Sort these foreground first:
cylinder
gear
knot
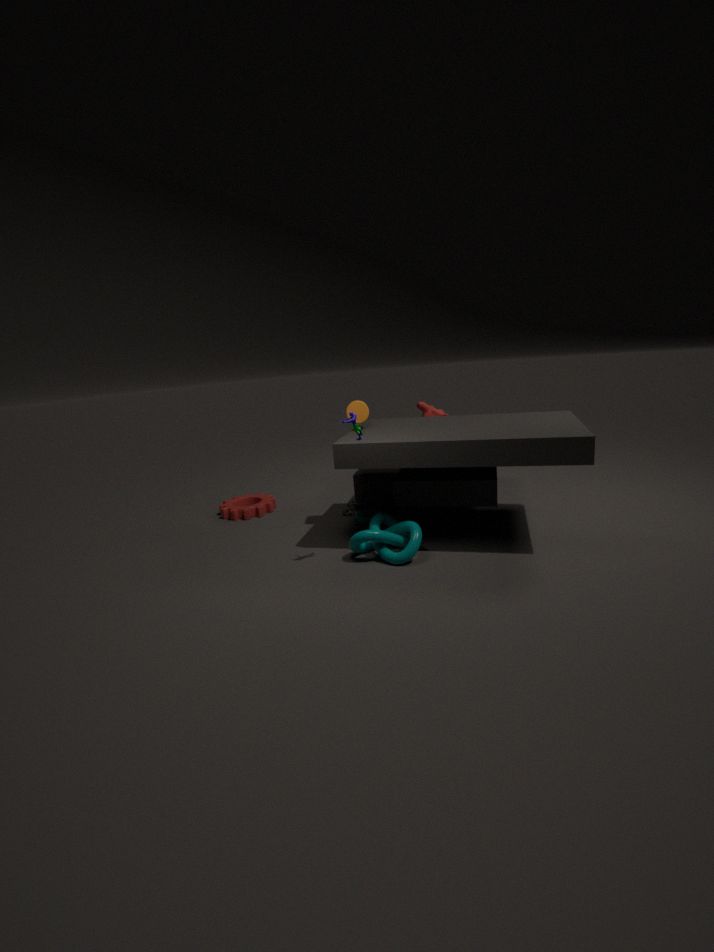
knot, cylinder, gear
